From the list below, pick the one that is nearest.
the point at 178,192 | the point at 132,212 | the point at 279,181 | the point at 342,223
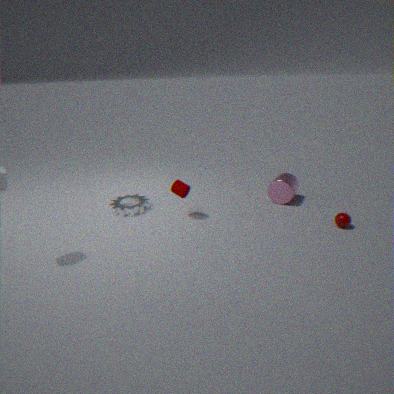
the point at 342,223
